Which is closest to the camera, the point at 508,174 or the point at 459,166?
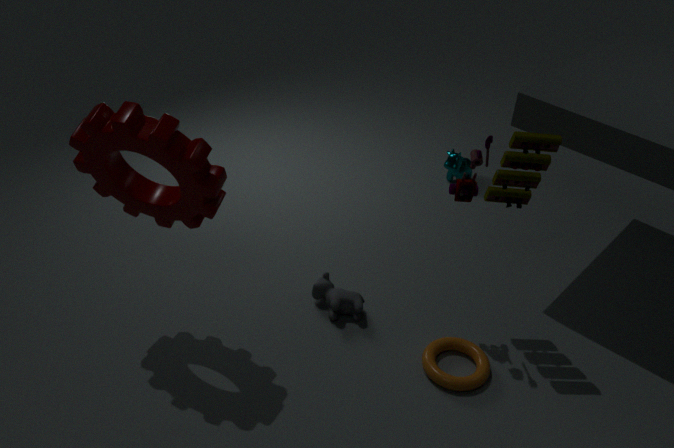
the point at 508,174
